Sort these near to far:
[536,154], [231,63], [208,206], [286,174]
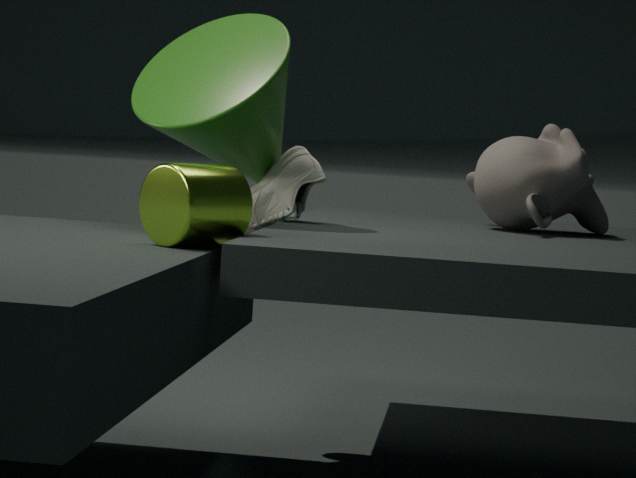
1. [208,206]
2. [231,63]
3. [286,174]
4. [536,154]
